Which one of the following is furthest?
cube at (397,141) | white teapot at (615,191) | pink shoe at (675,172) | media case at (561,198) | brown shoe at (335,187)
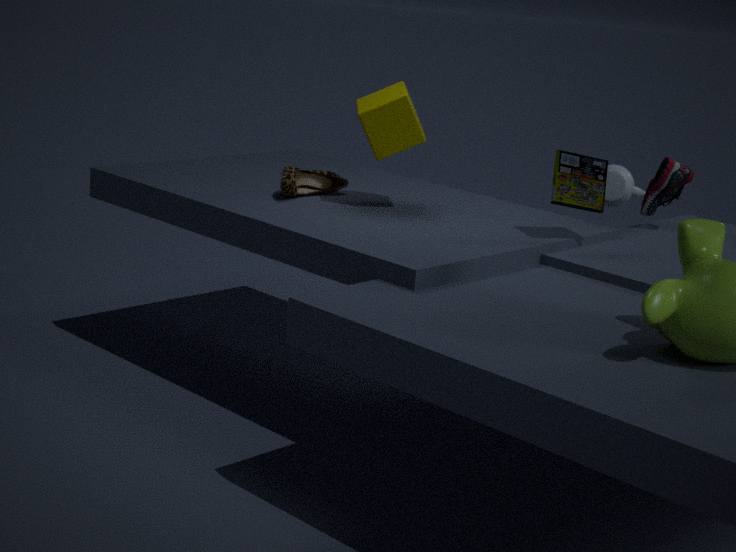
white teapot at (615,191)
